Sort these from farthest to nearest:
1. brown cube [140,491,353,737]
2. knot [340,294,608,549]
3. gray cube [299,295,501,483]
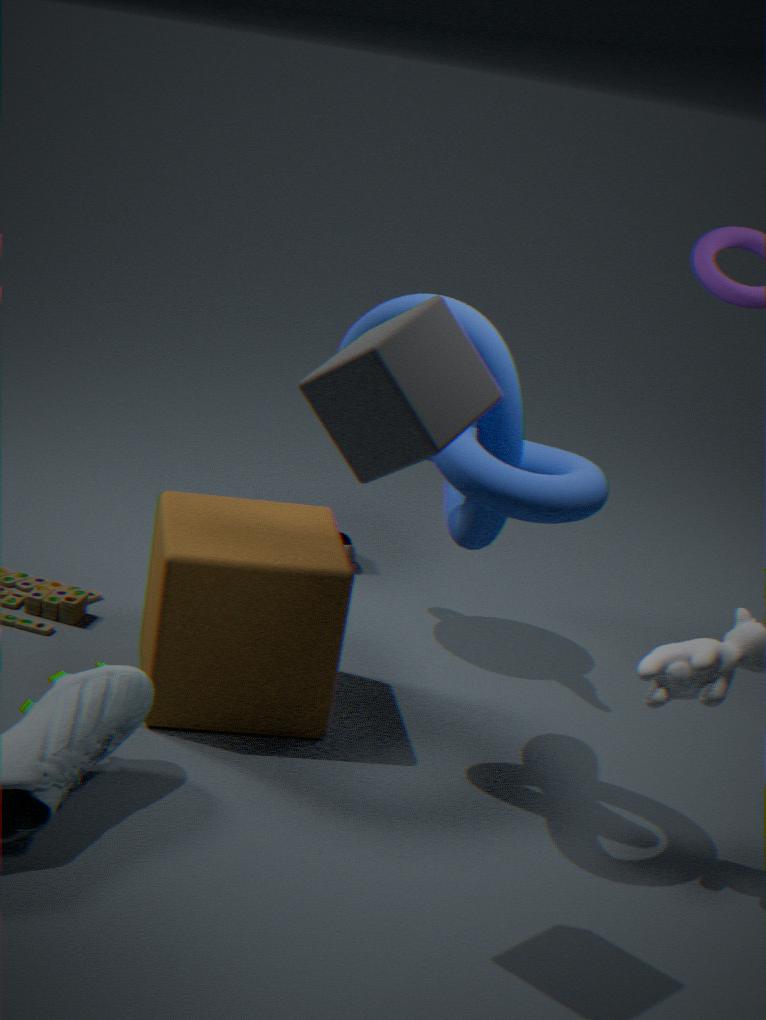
brown cube [140,491,353,737]
knot [340,294,608,549]
gray cube [299,295,501,483]
